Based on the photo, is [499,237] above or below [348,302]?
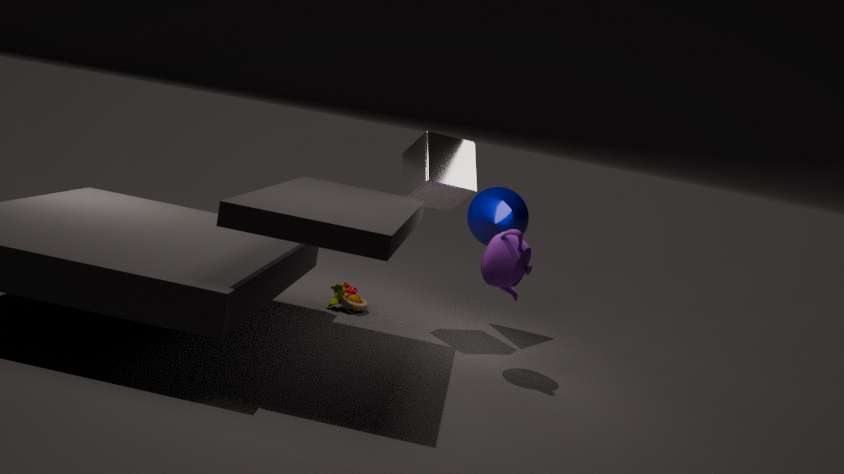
above
